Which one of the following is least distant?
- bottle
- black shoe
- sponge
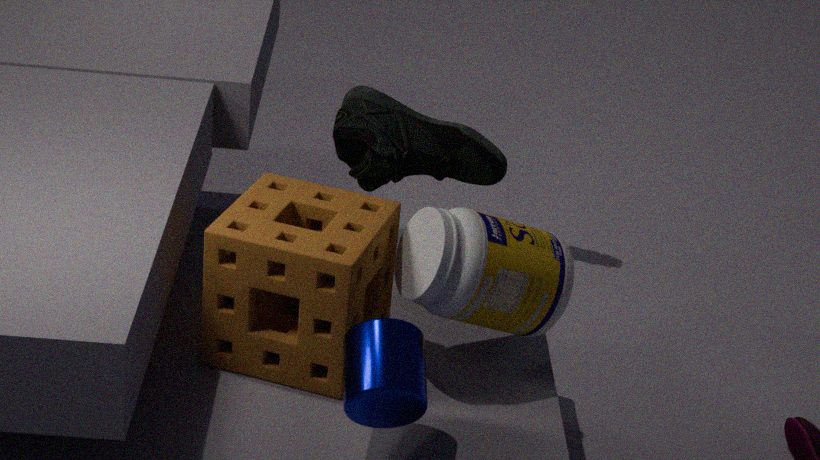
sponge
